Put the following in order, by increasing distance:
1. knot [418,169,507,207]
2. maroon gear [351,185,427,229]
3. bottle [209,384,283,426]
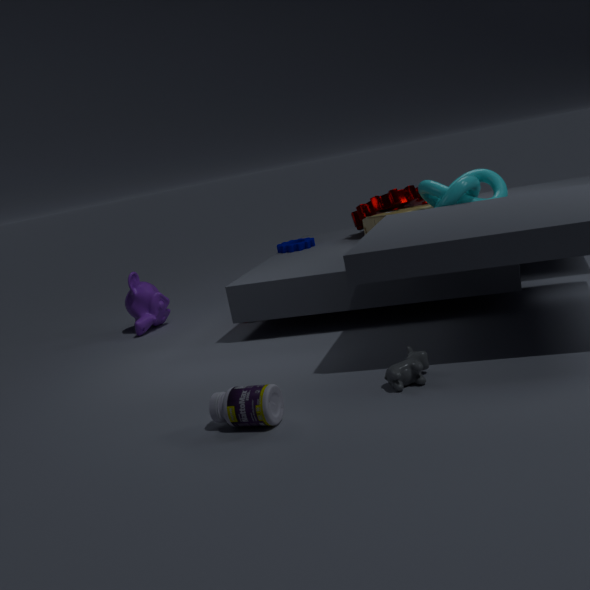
bottle [209,384,283,426]
knot [418,169,507,207]
maroon gear [351,185,427,229]
